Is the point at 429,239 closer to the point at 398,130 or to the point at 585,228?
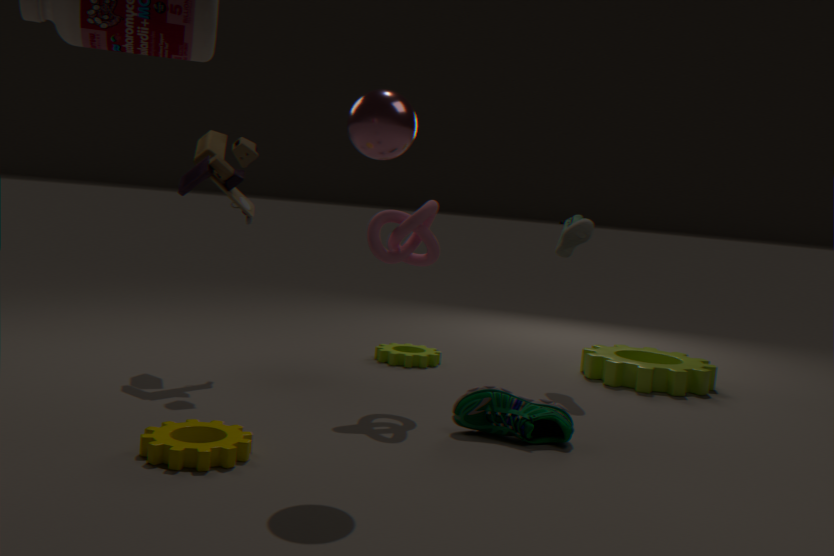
the point at 398,130
